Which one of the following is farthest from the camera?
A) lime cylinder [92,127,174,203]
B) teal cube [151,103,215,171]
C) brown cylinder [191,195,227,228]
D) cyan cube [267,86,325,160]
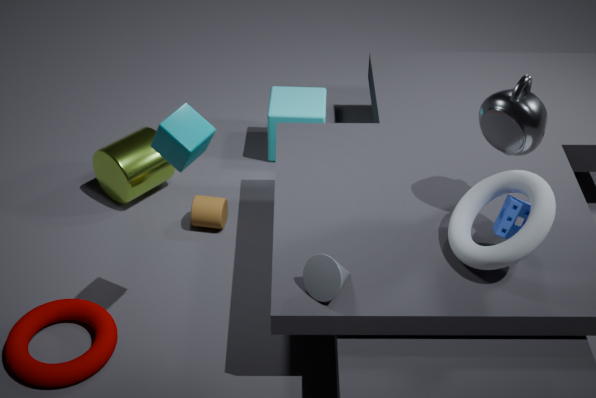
cyan cube [267,86,325,160]
